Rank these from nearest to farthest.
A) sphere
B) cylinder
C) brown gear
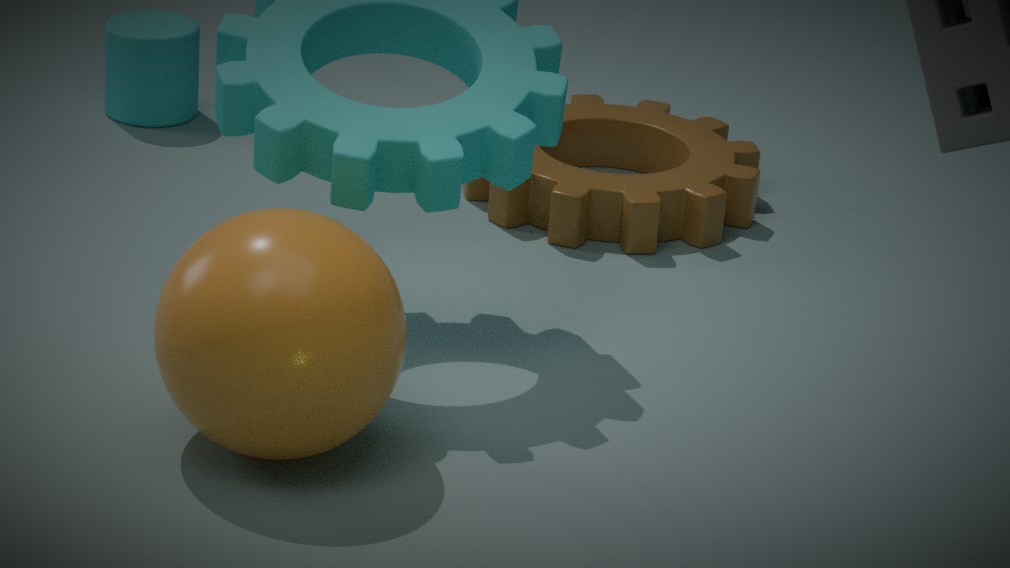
1. A. sphere
2. C. brown gear
3. B. cylinder
